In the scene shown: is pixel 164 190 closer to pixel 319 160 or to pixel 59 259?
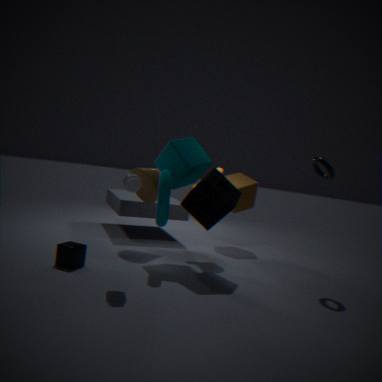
pixel 59 259
